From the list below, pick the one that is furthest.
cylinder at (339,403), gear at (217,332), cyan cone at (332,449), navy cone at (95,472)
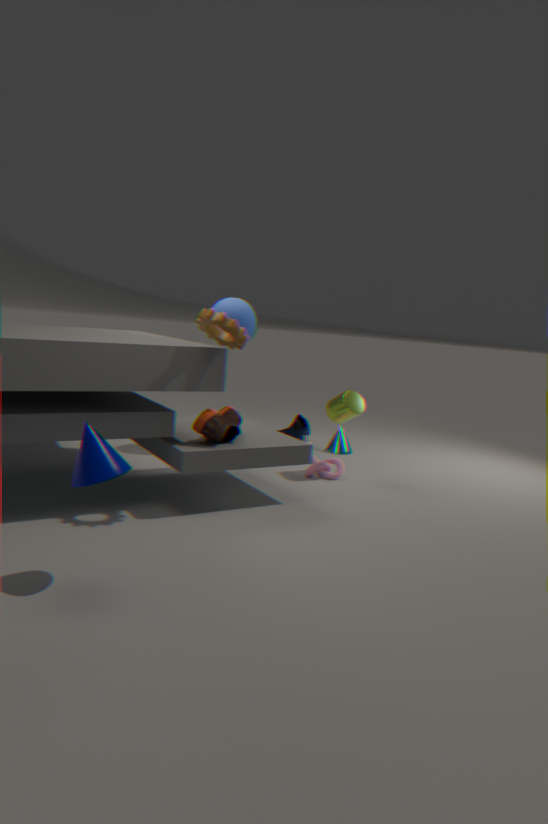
cyan cone at (332,449)
